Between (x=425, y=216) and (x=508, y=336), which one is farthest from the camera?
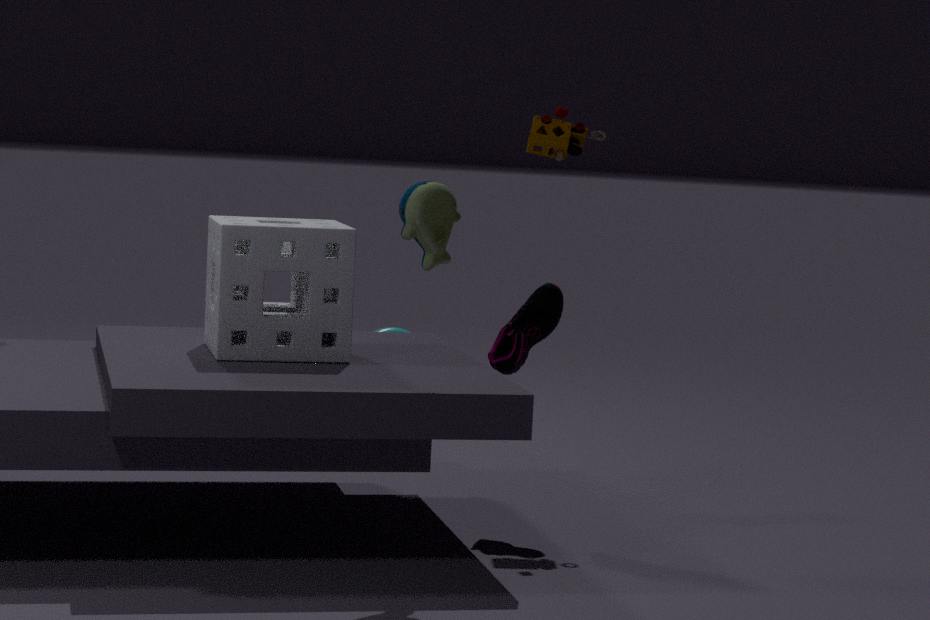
(x=508, y=336)
